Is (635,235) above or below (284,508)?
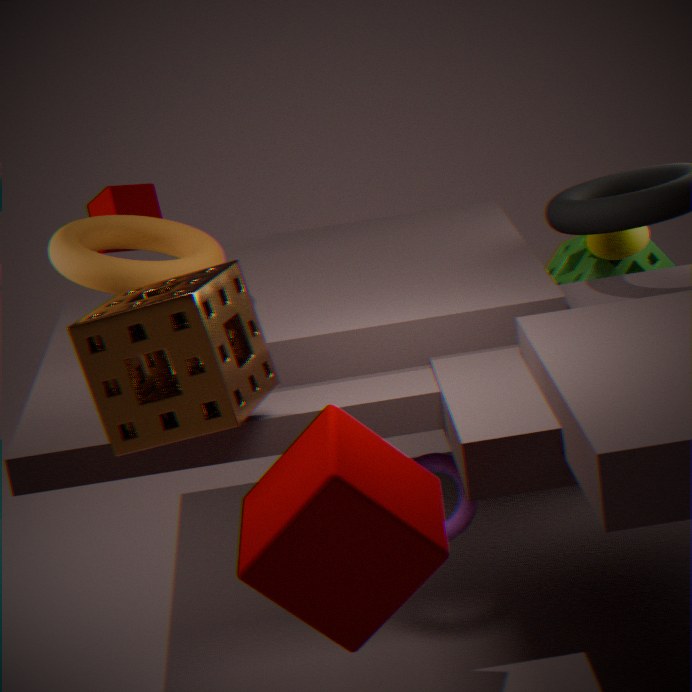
above
